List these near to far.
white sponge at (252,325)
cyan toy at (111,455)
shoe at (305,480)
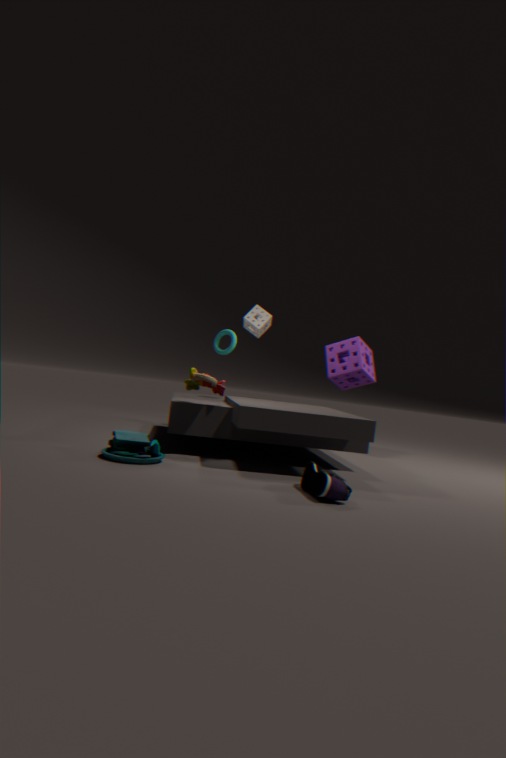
shoe at (305,480) → cyan toy at (111,455) → white sponge at (252,325)
